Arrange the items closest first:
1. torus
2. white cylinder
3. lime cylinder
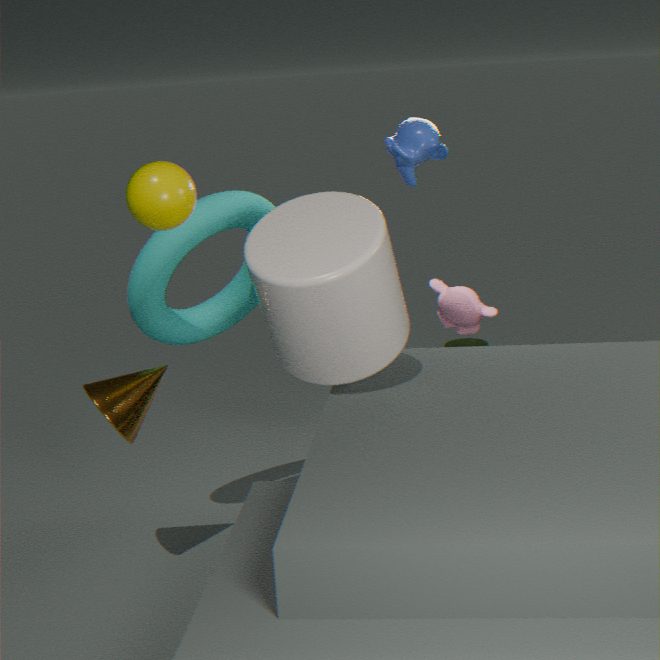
white cylinder → torus → lime cylinder
